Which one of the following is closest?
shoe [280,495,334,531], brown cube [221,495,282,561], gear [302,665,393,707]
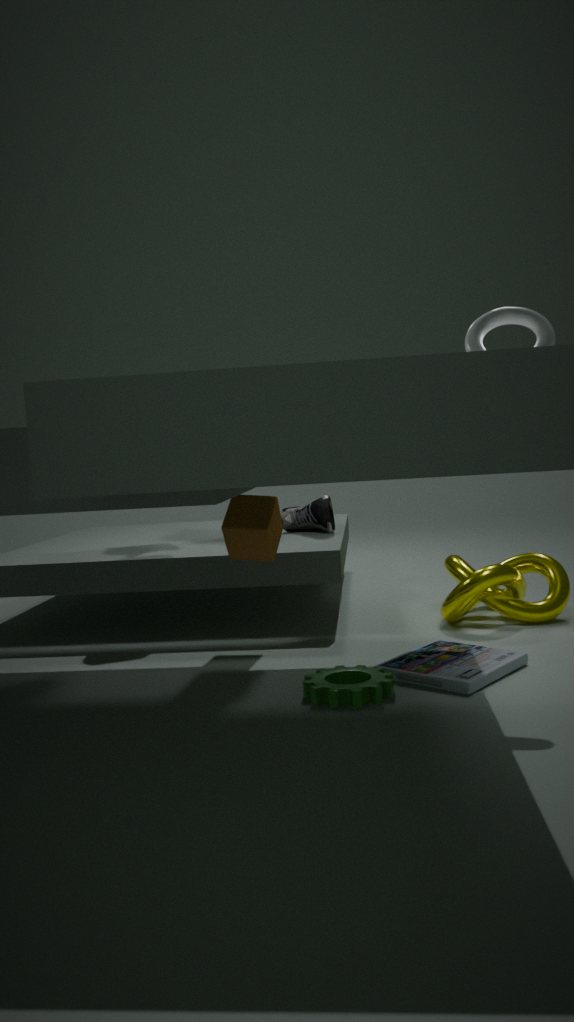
gear [302,665,393,707]
